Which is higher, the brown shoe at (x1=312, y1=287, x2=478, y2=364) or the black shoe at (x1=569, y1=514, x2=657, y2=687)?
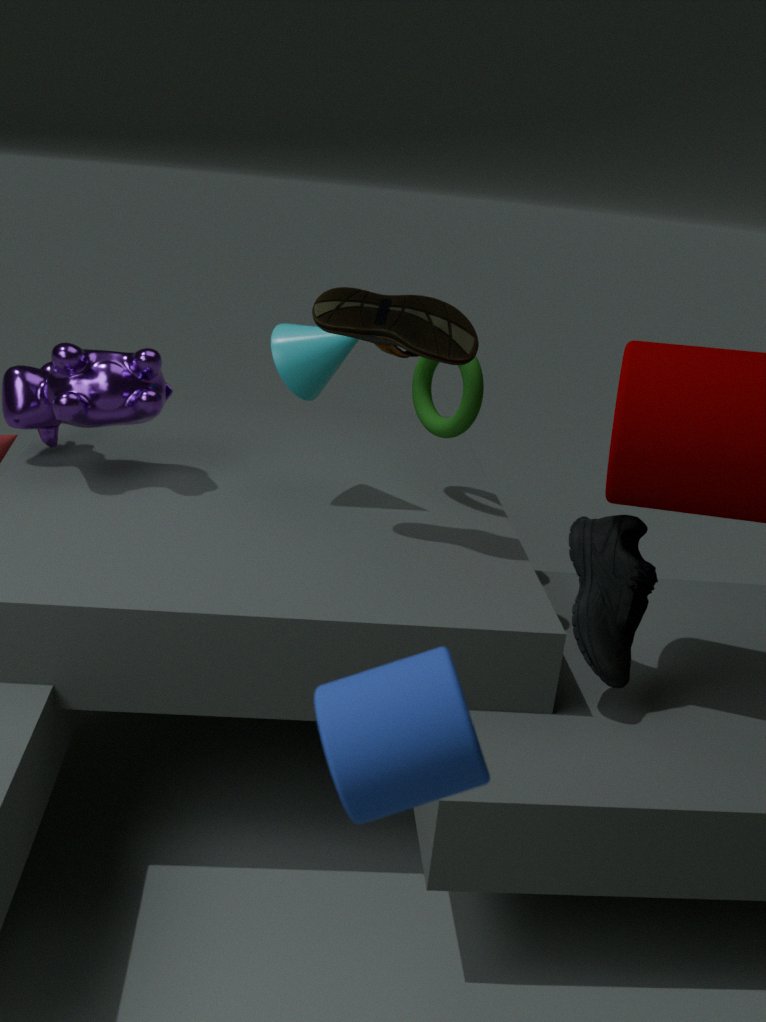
the brown shoe at (x1=312, y1=287, x2=478, y2=364)
